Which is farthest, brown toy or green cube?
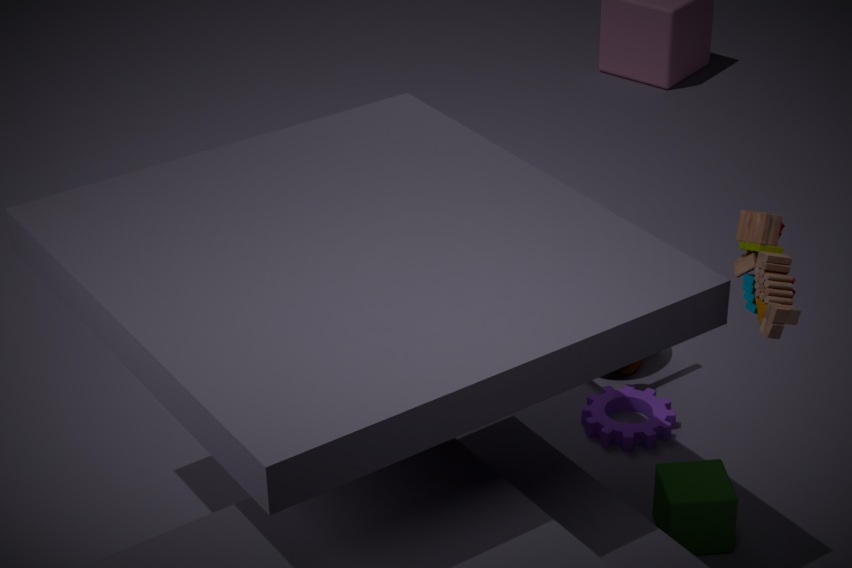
green cube
